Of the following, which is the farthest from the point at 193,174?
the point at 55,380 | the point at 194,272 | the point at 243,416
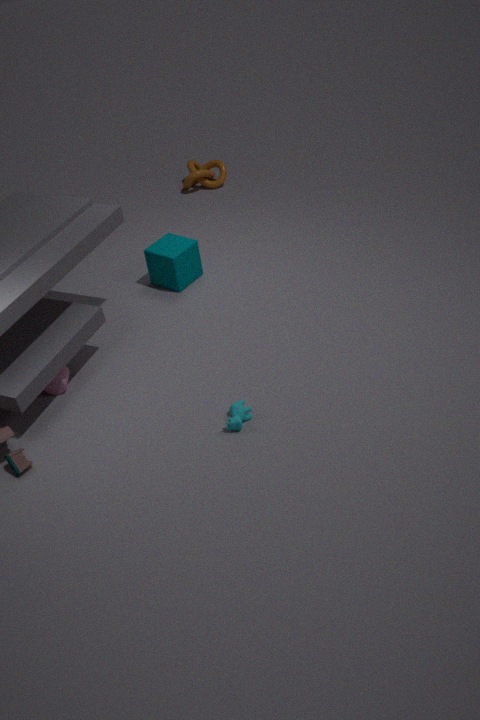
the point at 243,416
